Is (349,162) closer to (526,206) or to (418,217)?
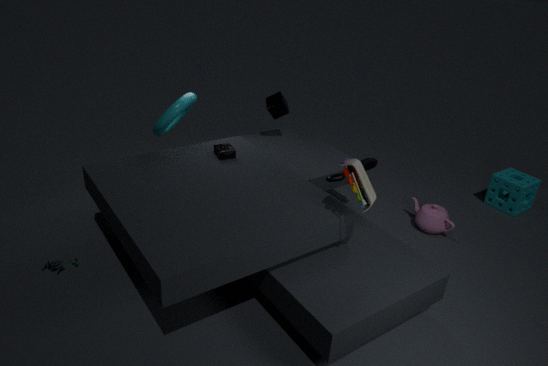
(418,217)
